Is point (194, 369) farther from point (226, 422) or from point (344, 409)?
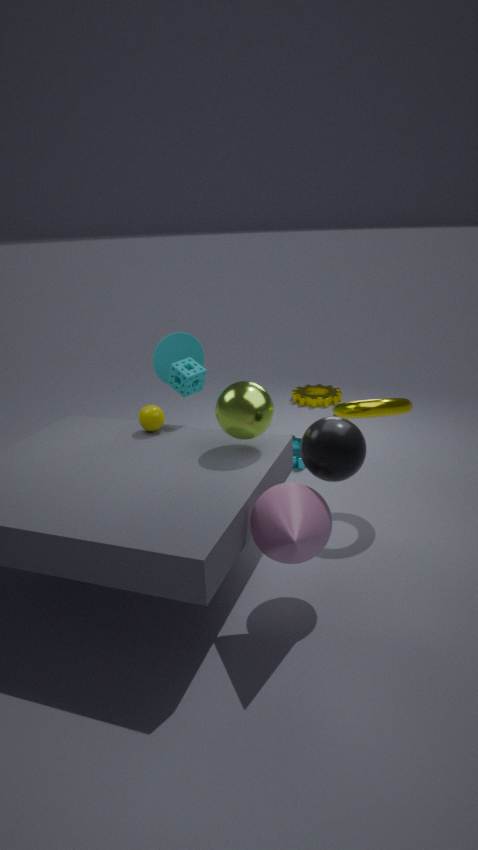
point (344, 409)
